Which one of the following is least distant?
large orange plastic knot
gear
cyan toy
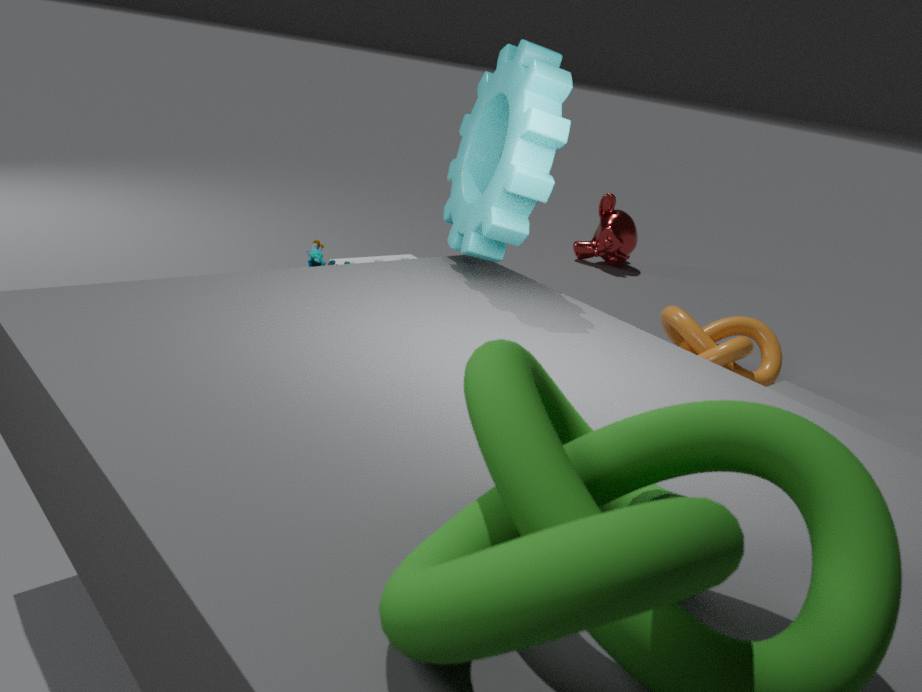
gear
